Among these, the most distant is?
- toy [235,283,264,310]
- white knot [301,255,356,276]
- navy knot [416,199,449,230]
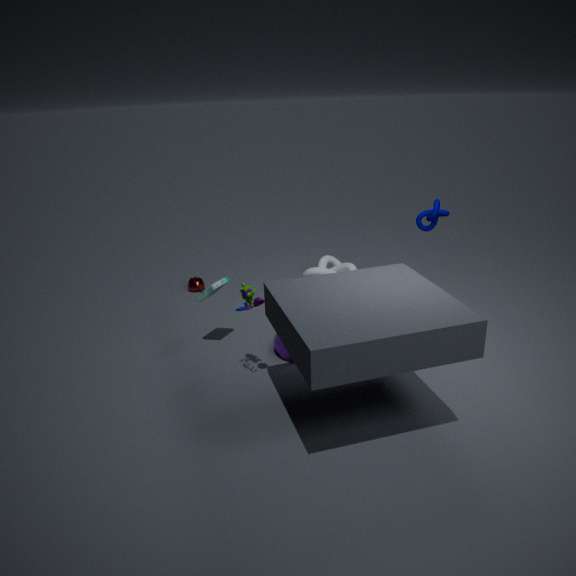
white knot [301,255,356,276]
